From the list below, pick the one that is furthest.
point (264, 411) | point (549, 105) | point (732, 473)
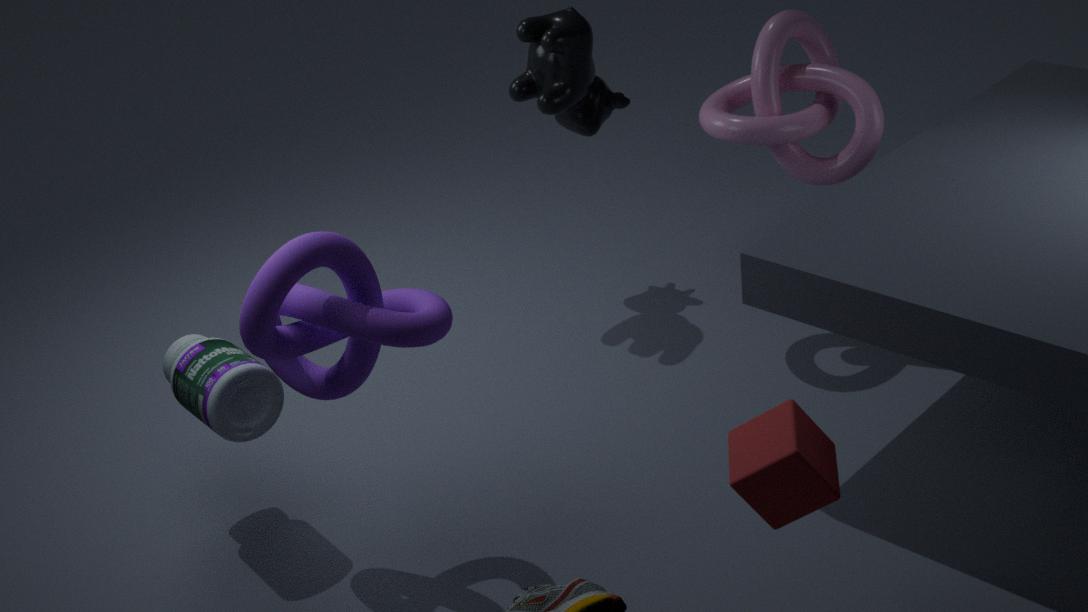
point (549, 105)
